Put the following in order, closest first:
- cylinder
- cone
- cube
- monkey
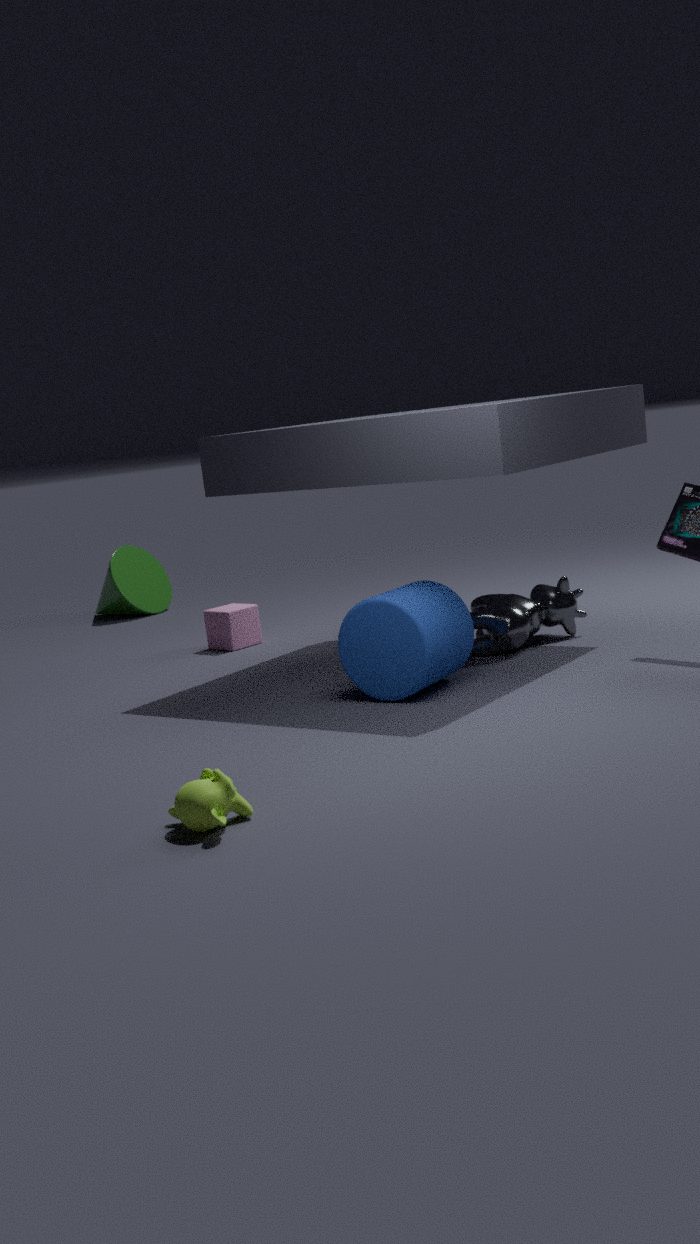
monkey < cylinder < cube < cone
